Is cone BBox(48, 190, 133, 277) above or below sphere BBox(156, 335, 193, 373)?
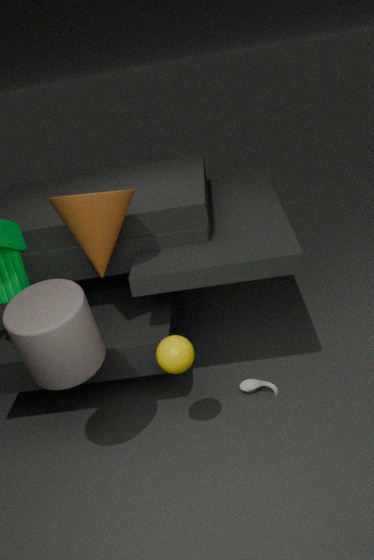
above
